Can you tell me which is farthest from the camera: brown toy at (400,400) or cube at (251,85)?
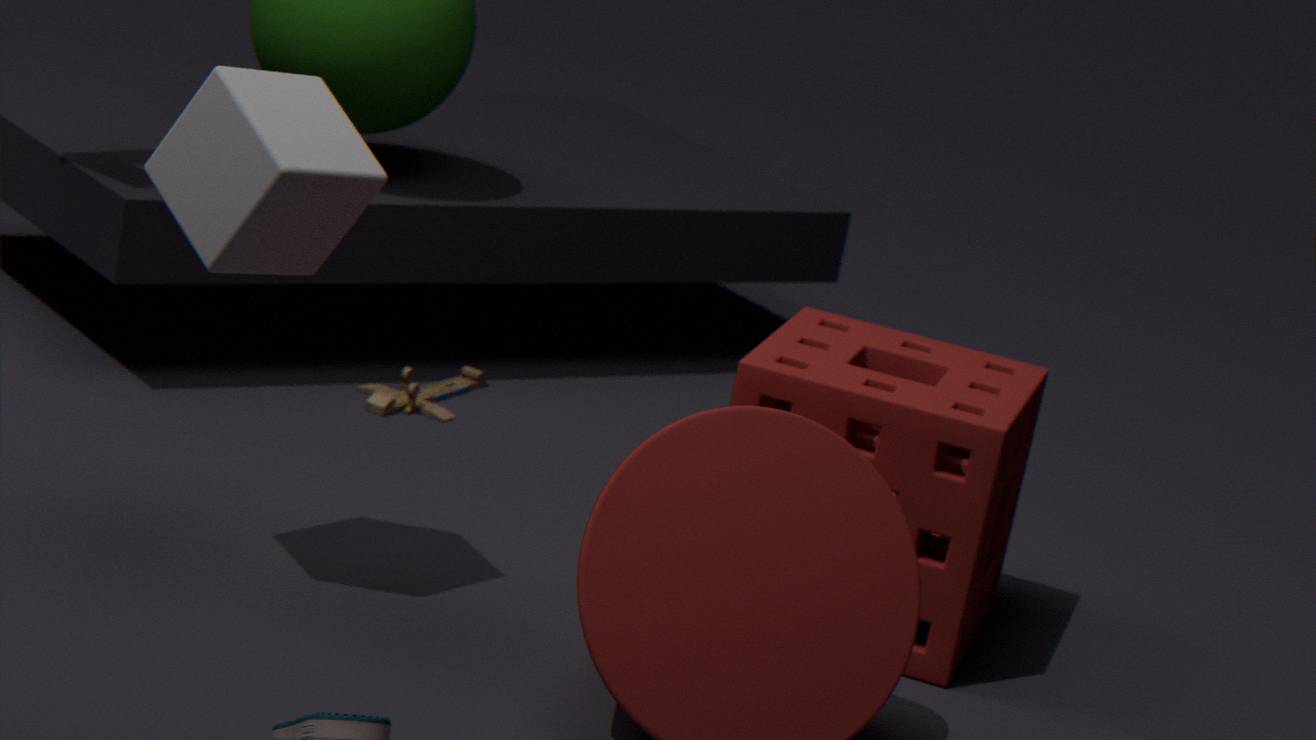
brown toy at (400,400)
